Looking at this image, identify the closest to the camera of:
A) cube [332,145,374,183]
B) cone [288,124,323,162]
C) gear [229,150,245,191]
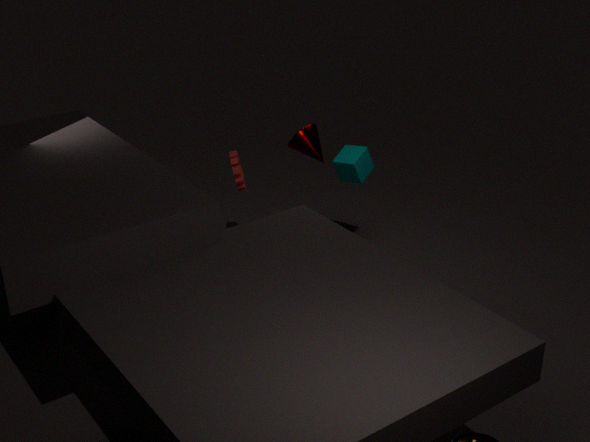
cone [288,124,323,162]
